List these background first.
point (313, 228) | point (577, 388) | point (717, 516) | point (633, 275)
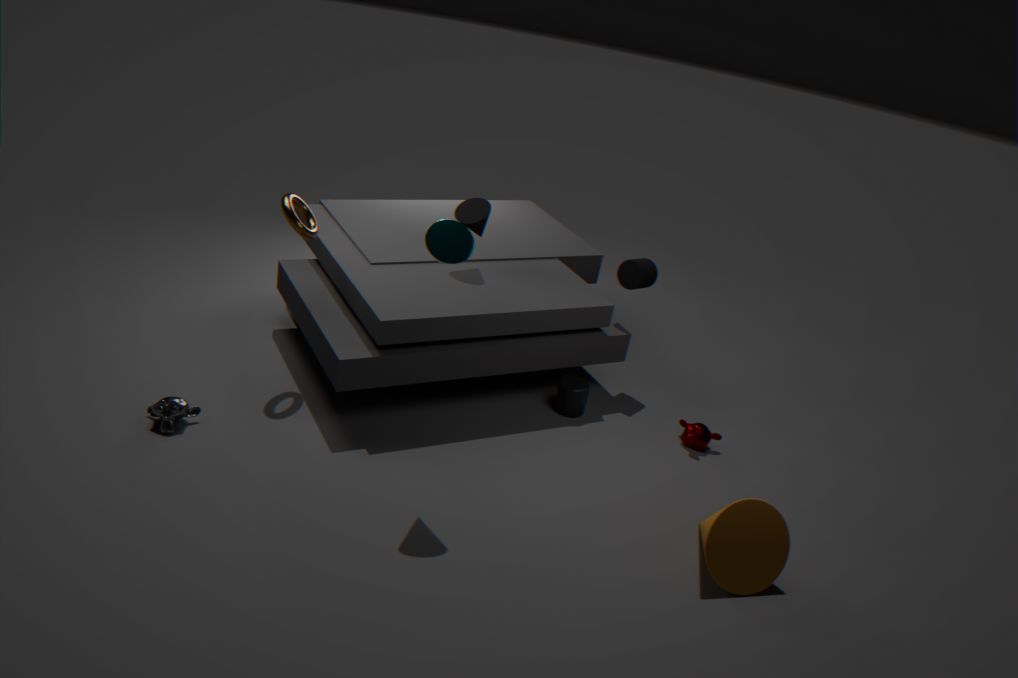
point (633, 275)
point (577, 388)
point (313, 228)
point (717, 516)
